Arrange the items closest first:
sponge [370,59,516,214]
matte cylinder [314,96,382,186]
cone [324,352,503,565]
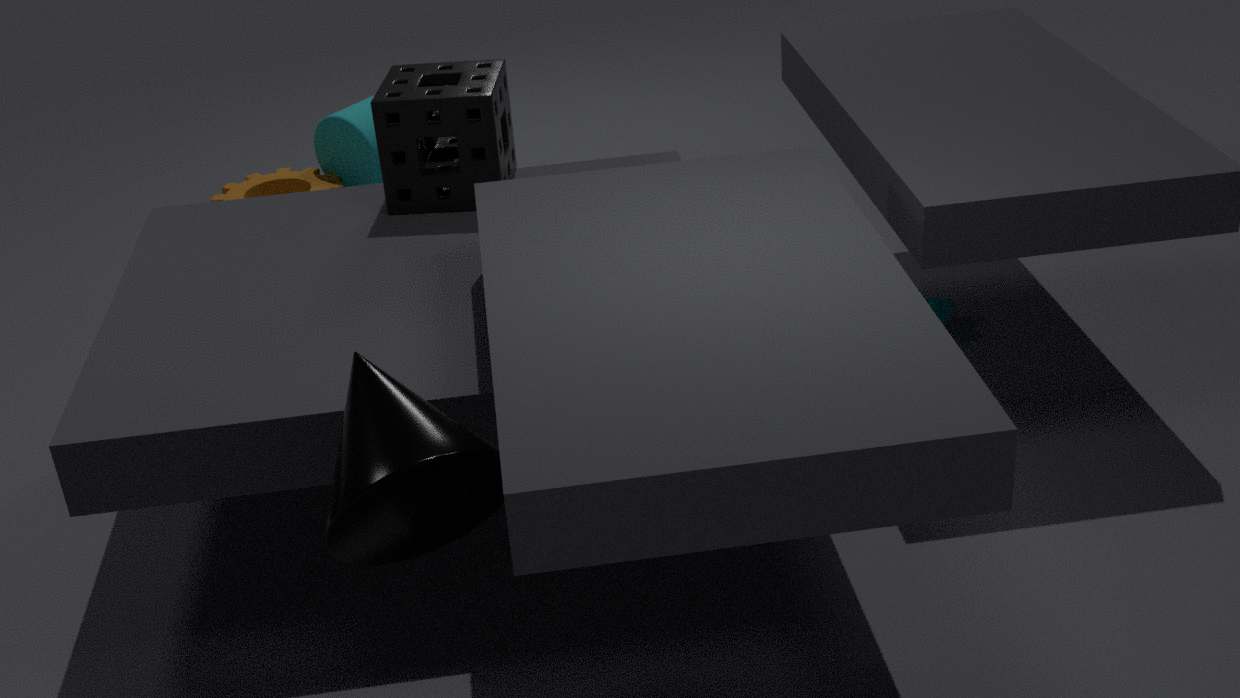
cone [324,352,503,565] < sponge [370,59,516,214] < matte cylinder [314,96,382,186]
